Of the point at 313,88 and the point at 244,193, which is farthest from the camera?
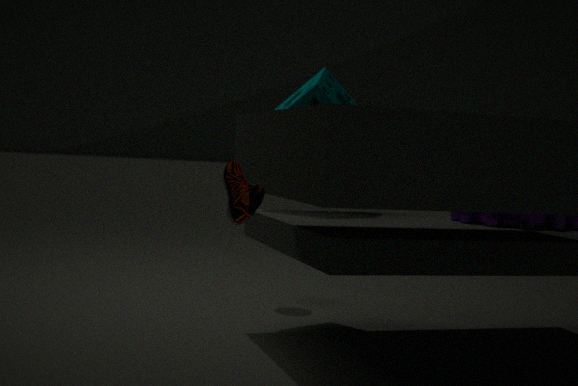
the point at 313,88
